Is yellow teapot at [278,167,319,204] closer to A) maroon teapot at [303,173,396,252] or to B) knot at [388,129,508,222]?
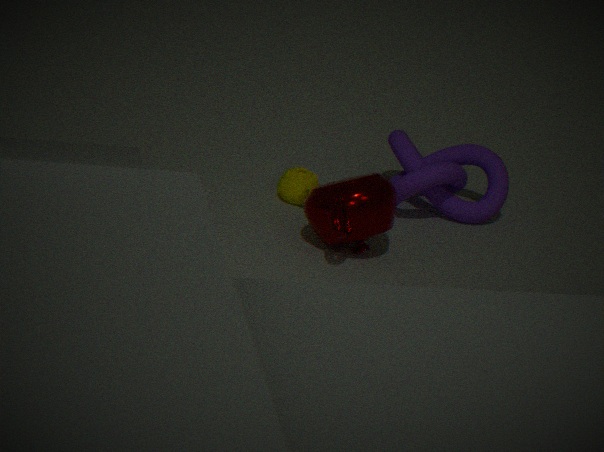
A) maroon teapot at [303,173,396,252]
